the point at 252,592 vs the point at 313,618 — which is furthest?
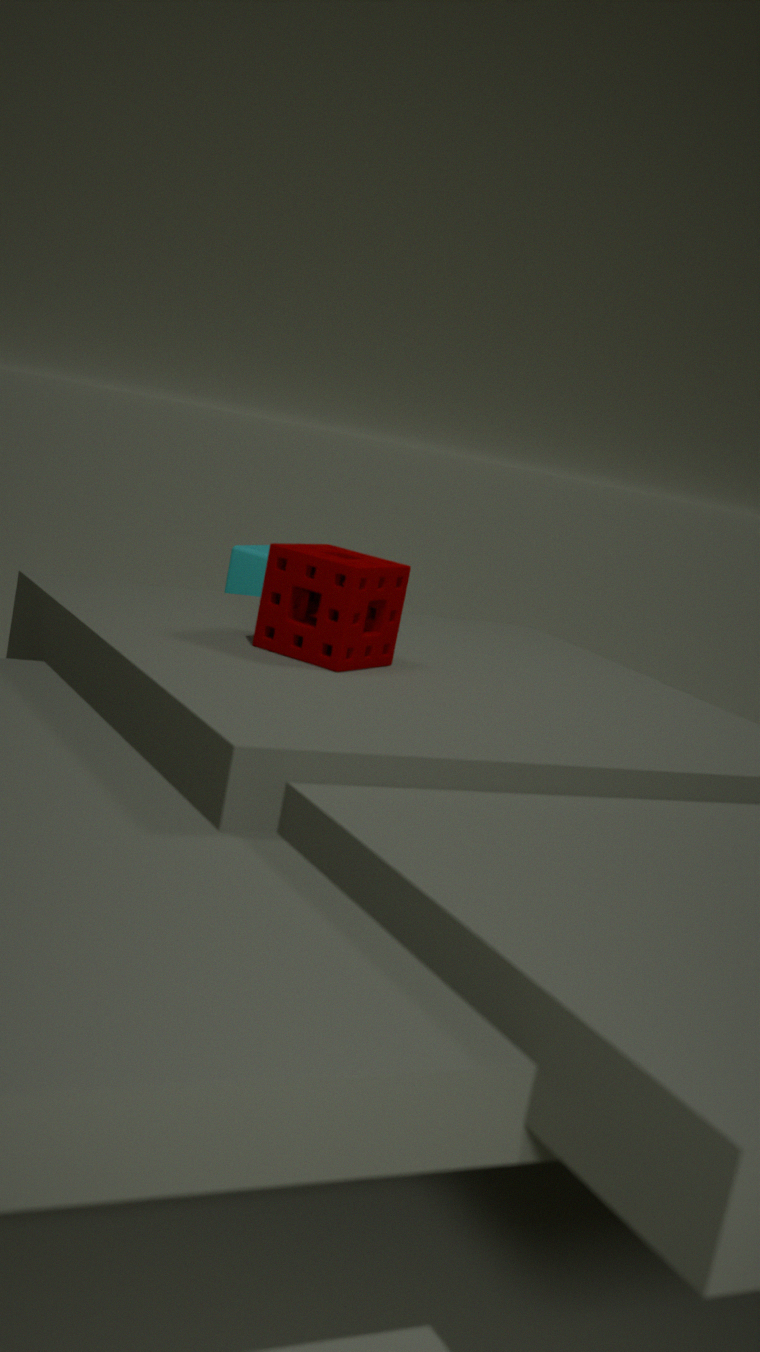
the point at 252,592
